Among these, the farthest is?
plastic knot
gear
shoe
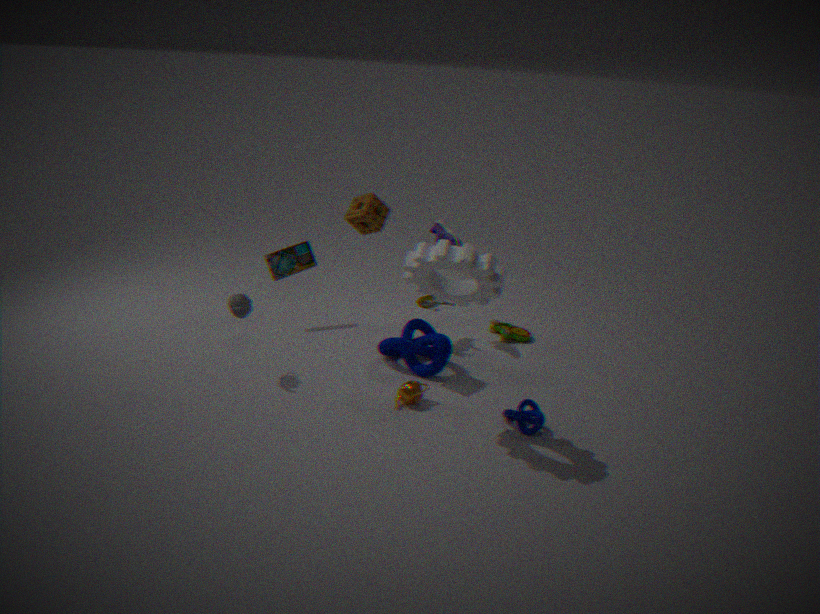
shoe
